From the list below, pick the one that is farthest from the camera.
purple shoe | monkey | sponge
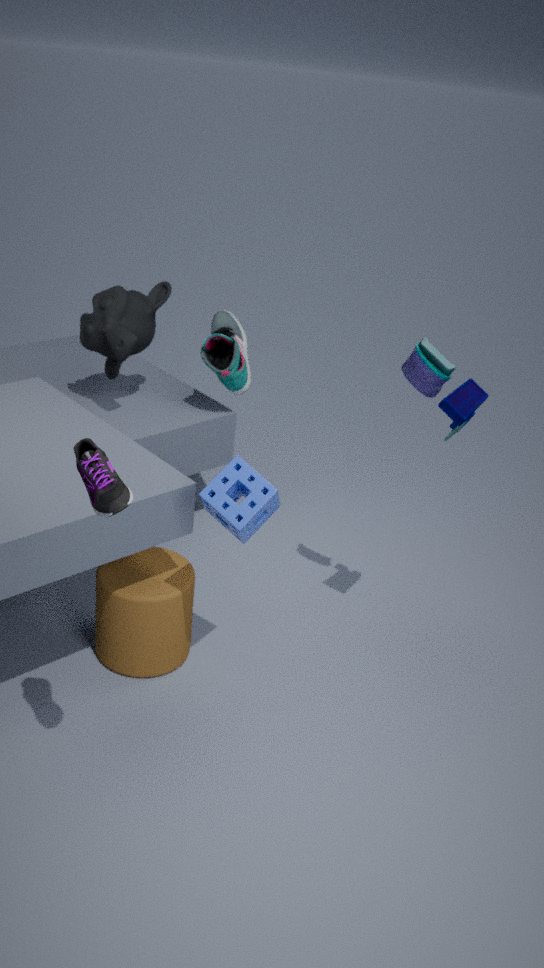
monkey
